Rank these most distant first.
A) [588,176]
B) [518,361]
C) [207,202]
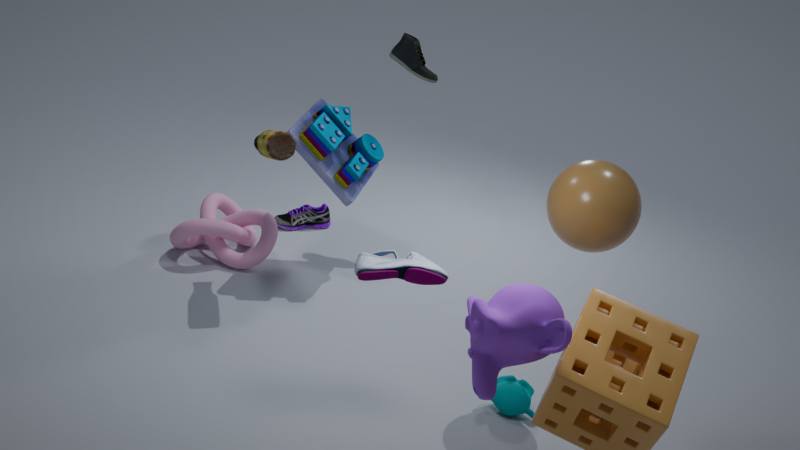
[207,202] < [588,176] < [518,361]
